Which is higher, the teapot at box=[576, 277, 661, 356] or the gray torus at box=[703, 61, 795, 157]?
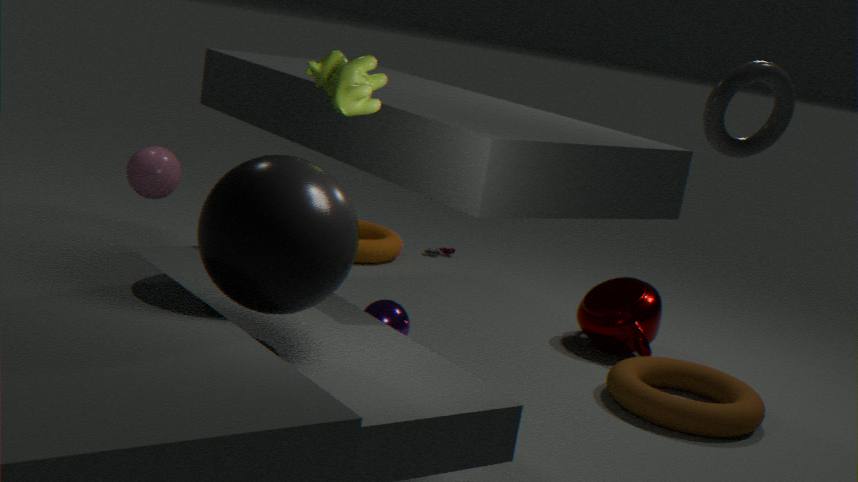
the gray torus at box=[703, 61, 795, 157]
